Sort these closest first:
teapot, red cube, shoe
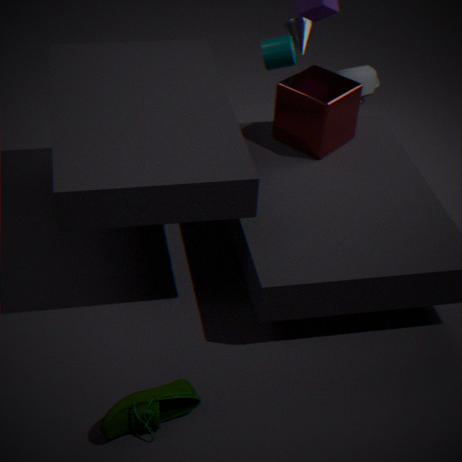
shoe
red cube
teapot
